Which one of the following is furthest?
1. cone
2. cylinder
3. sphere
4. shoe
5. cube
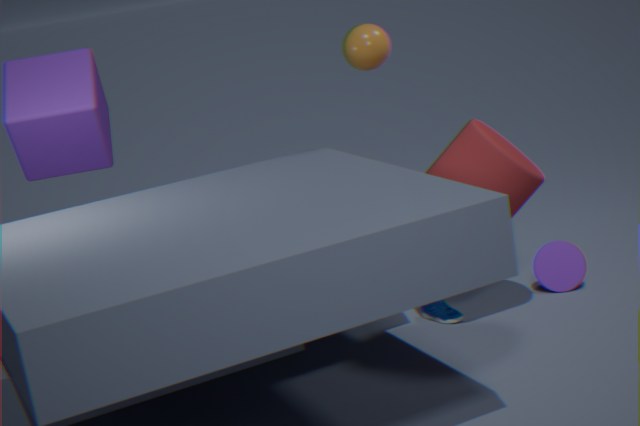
cone
